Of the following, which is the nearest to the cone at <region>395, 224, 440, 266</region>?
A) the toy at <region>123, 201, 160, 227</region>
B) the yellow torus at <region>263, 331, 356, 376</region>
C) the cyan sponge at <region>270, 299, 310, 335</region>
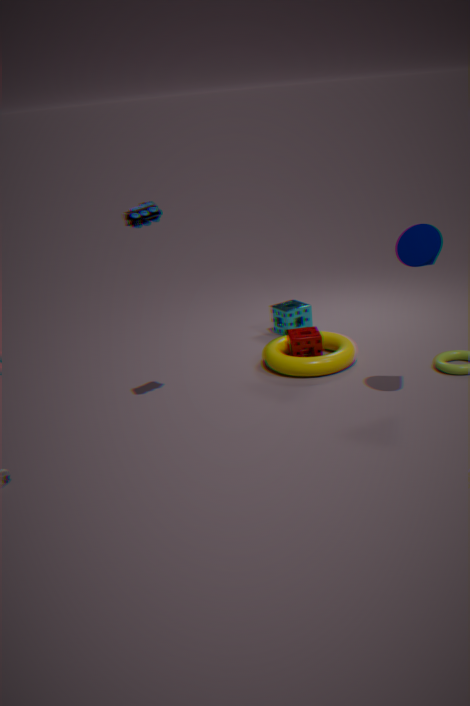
the yellow torus at <region>263, 331, 356, 376</region>
